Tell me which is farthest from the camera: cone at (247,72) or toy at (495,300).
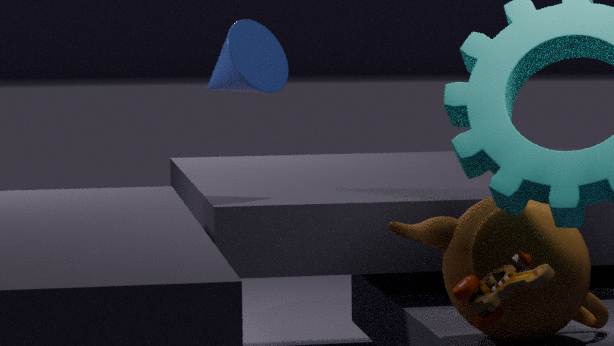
cone at (247,72)
